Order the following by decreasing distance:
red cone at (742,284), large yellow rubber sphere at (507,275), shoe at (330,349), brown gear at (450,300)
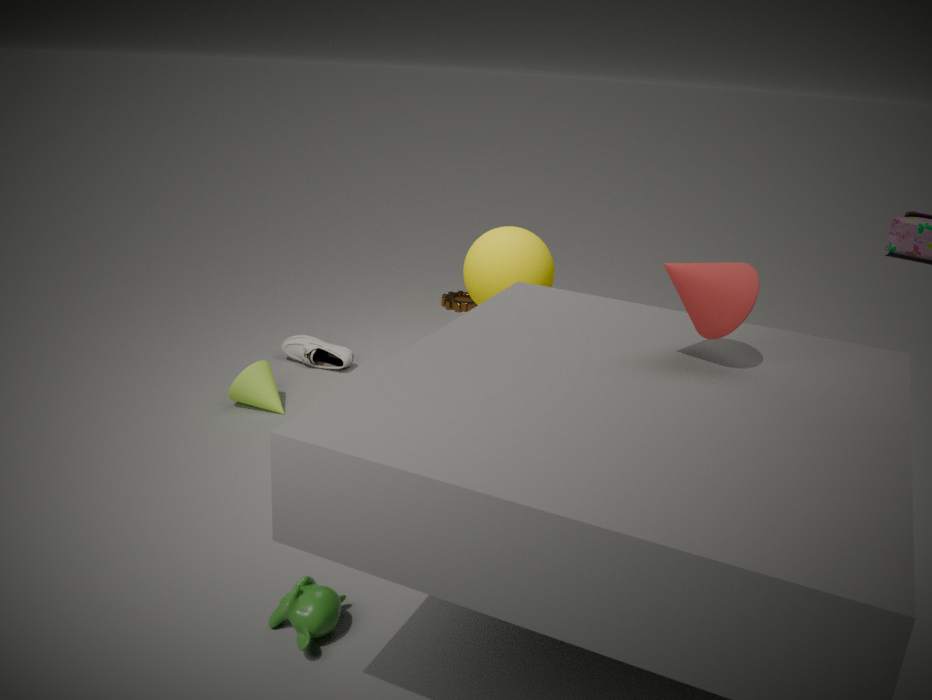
brown gear at (450,300)
shoe at (330,349)
large yellow rubber sphere at (507,275)
red cone at (742,284)
